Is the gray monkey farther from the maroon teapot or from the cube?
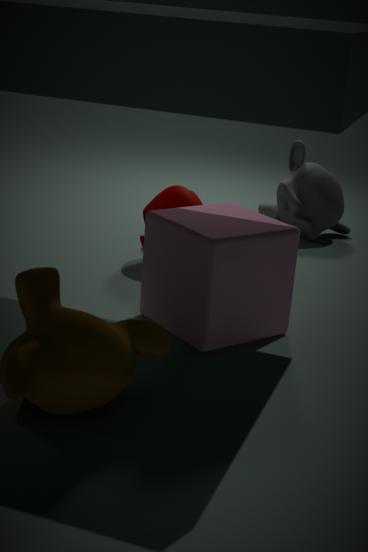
the cube
